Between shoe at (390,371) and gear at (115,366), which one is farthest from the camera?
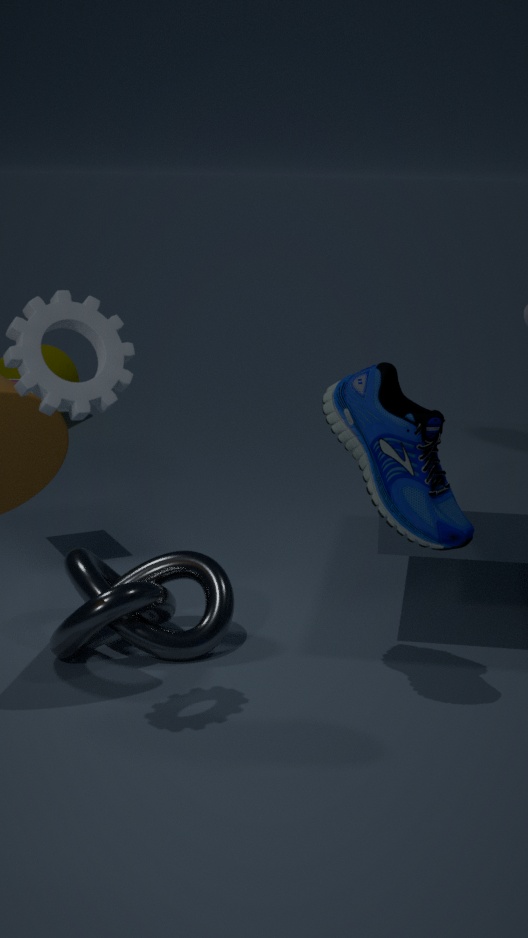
shoe at (390,371)
